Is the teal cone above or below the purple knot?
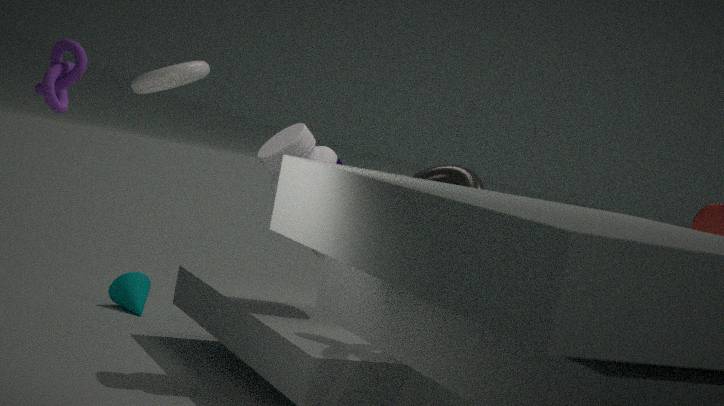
below
